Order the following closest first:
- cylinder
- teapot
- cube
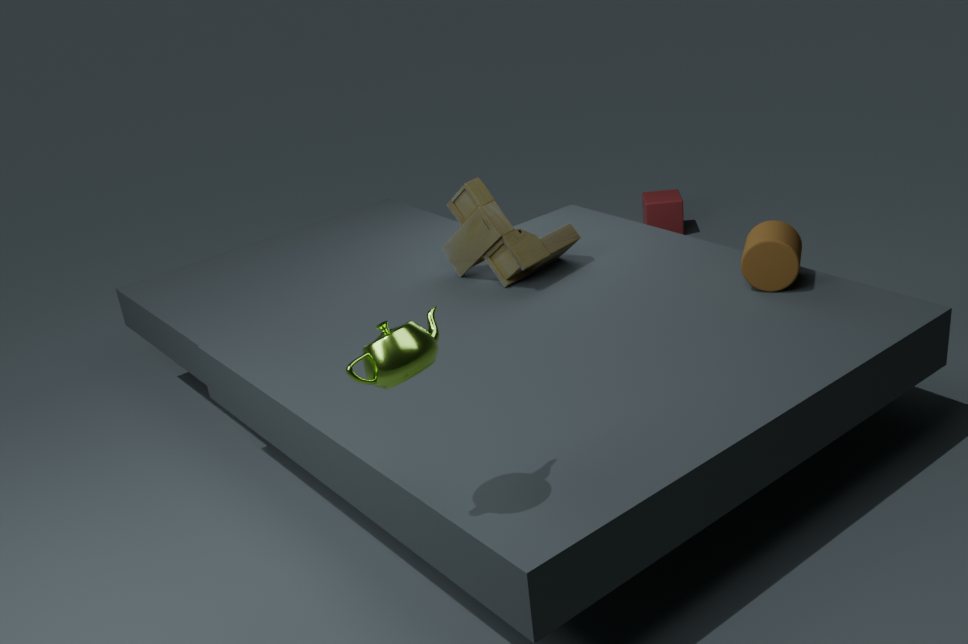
teapot, cylinder, cube
